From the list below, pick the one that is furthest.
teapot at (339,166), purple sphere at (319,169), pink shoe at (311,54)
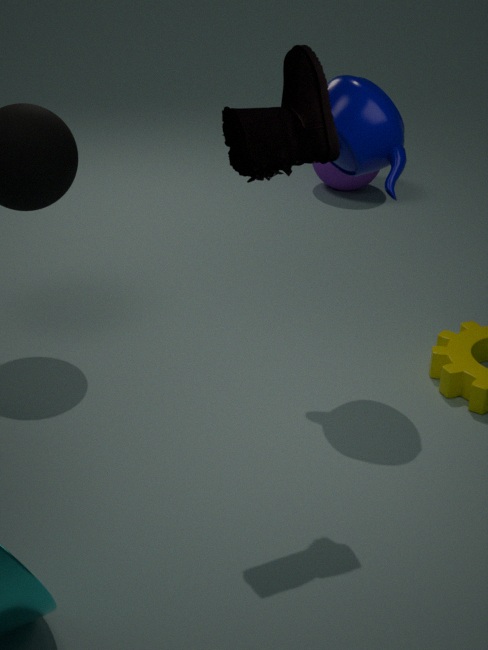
purple sphere at (319,169)
